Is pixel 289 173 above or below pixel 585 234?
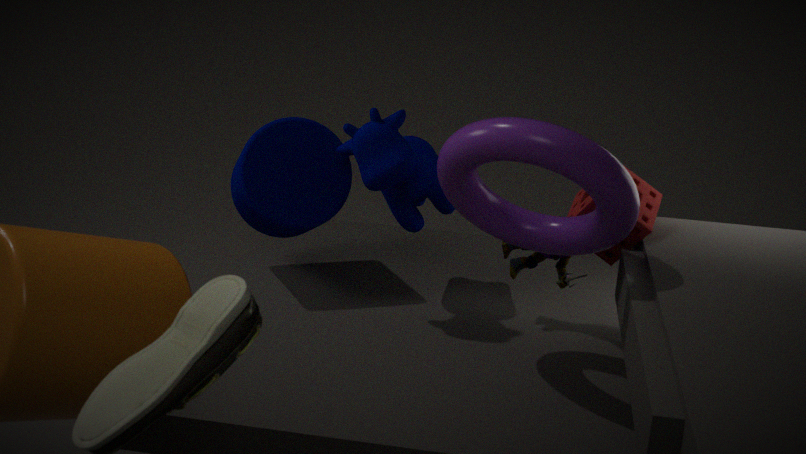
below
